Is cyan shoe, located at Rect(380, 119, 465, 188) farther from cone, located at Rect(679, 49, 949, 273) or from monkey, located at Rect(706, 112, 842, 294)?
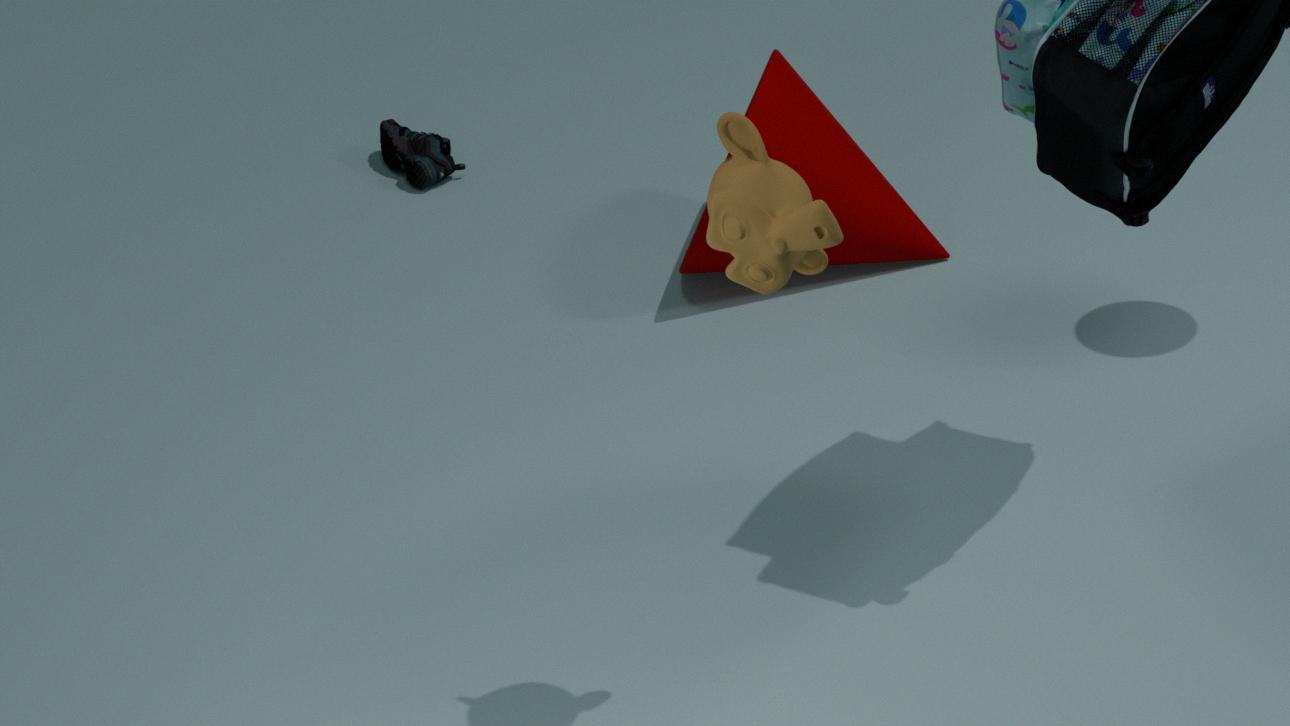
monkey, located at Rect(706, 112, 842, 294)
